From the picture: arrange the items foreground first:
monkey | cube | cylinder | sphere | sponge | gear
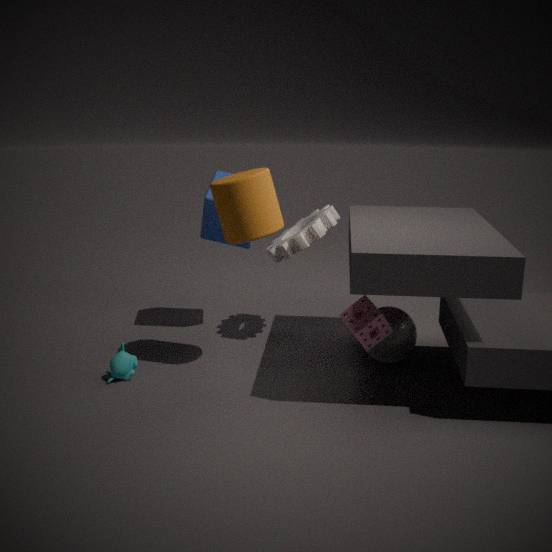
sponge → cylinder → monkey → sphere → gear → cube
